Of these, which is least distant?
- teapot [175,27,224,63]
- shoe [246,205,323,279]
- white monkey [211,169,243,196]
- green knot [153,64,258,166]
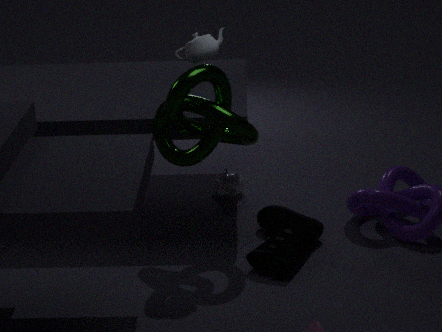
teapot [175,27,224,63]
